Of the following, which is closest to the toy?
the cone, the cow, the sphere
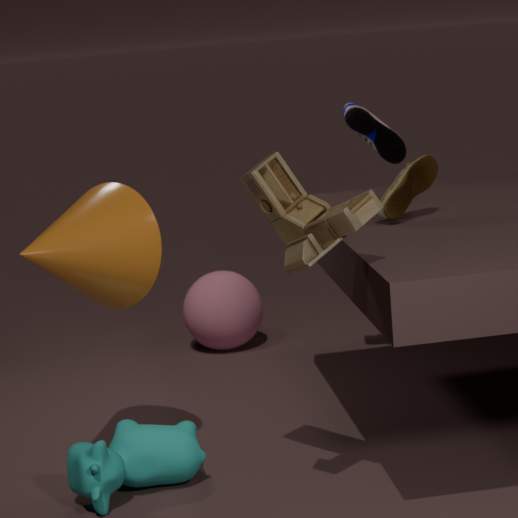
the cone
